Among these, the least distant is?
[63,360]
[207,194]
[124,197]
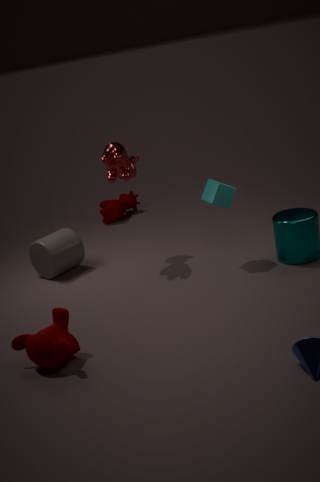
[63,360]
